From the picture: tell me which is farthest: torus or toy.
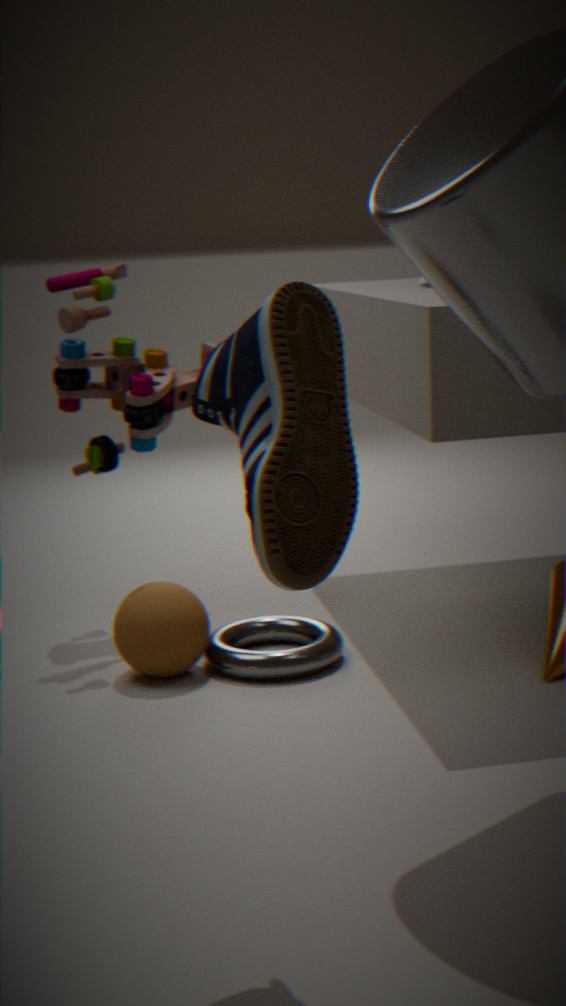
toy
